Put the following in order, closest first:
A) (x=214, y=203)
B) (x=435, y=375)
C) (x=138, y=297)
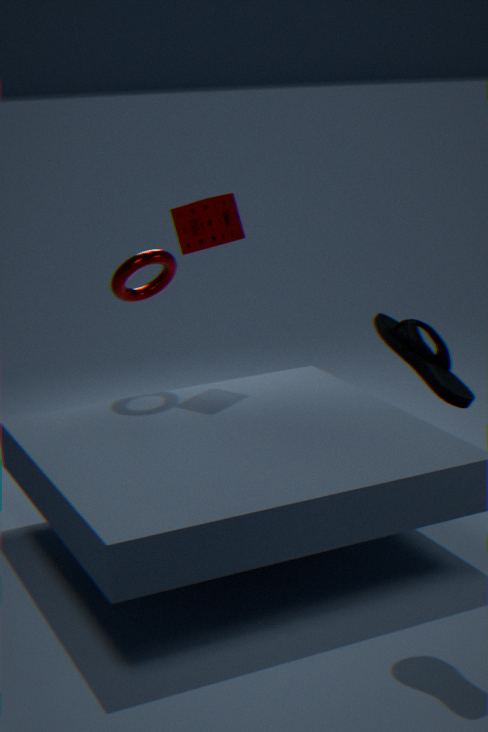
(x=435, y=375), (x=214, y=203), (x=138, y=297)
